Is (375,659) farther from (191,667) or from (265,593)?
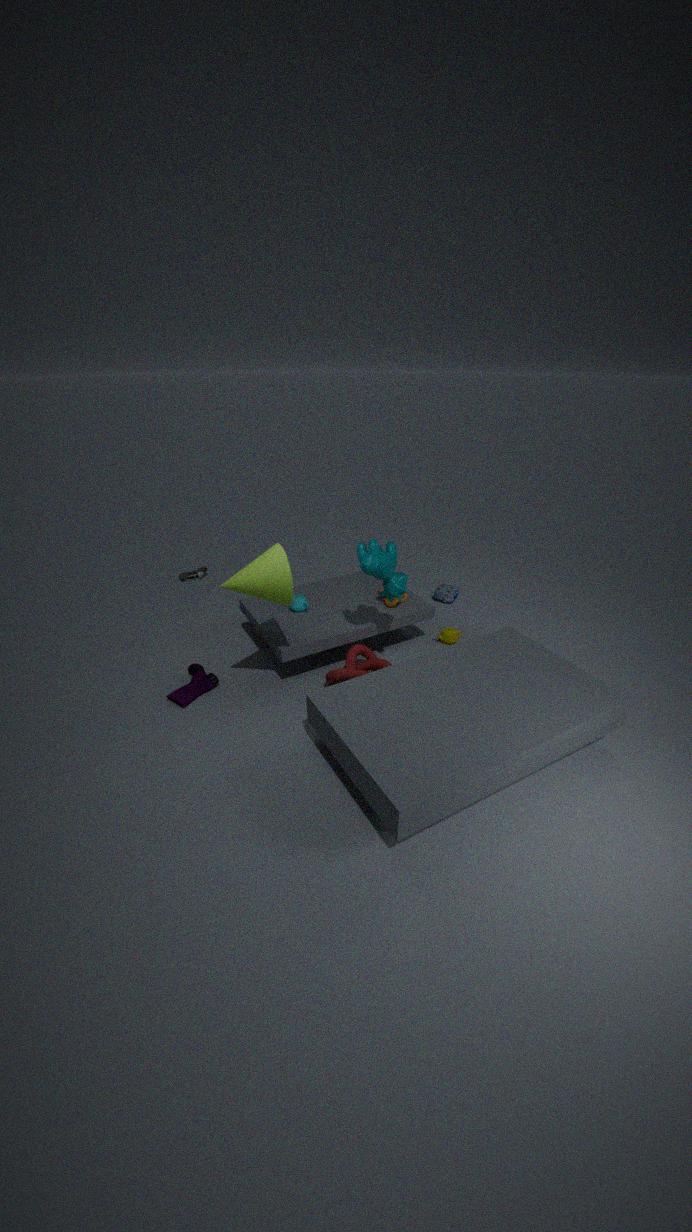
(191,667)
